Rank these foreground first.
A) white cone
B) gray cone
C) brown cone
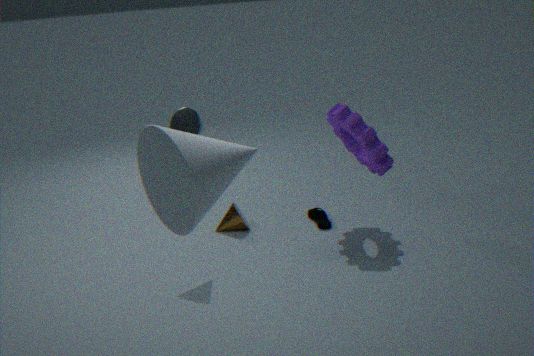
white cone < gray cone < brown cone
